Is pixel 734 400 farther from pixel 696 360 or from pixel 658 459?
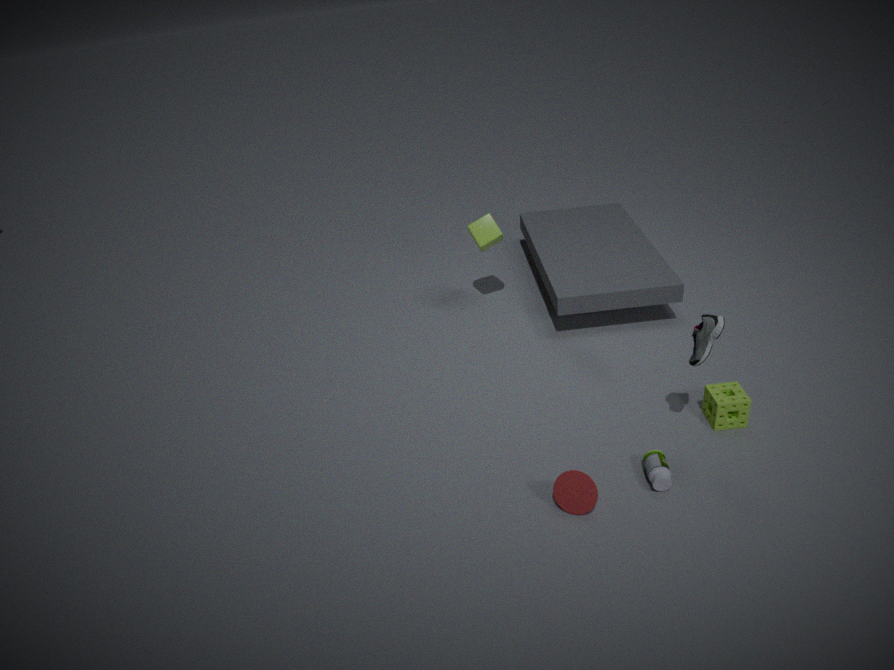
pixel 658 459
